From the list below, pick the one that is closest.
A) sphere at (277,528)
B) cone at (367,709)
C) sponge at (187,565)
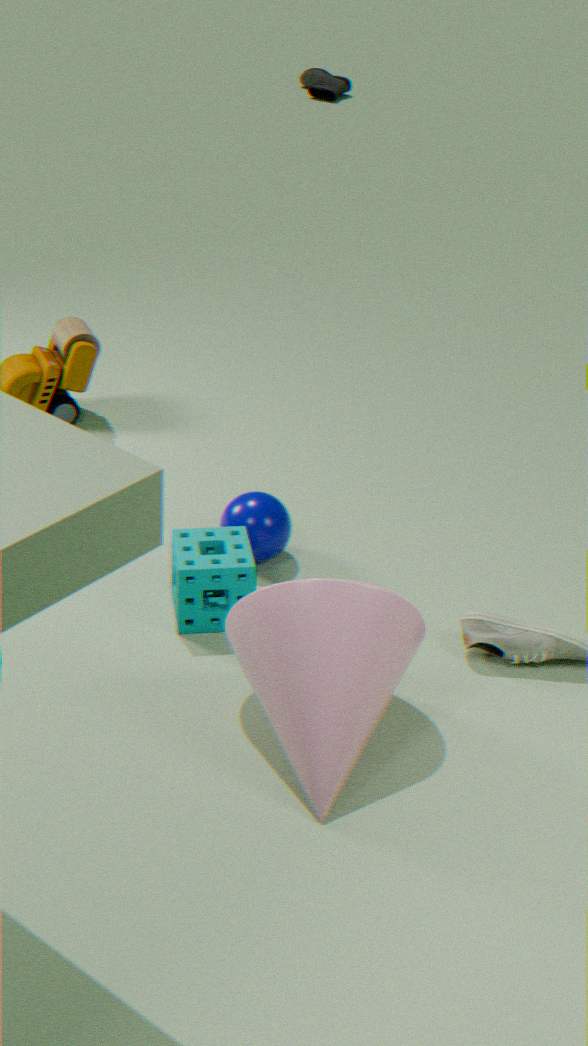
cone at (367,709)
